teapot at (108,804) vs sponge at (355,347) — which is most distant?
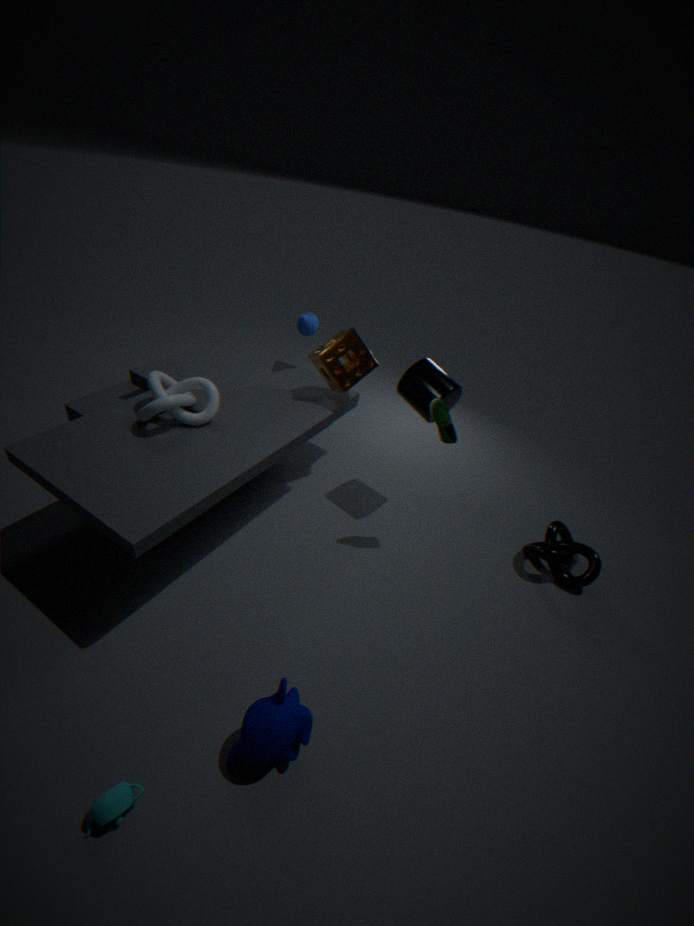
sponge at (355,347)
